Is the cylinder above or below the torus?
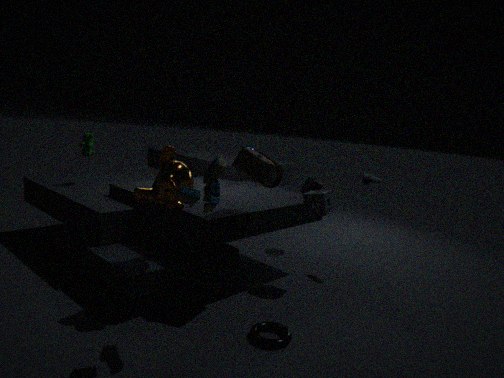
above
